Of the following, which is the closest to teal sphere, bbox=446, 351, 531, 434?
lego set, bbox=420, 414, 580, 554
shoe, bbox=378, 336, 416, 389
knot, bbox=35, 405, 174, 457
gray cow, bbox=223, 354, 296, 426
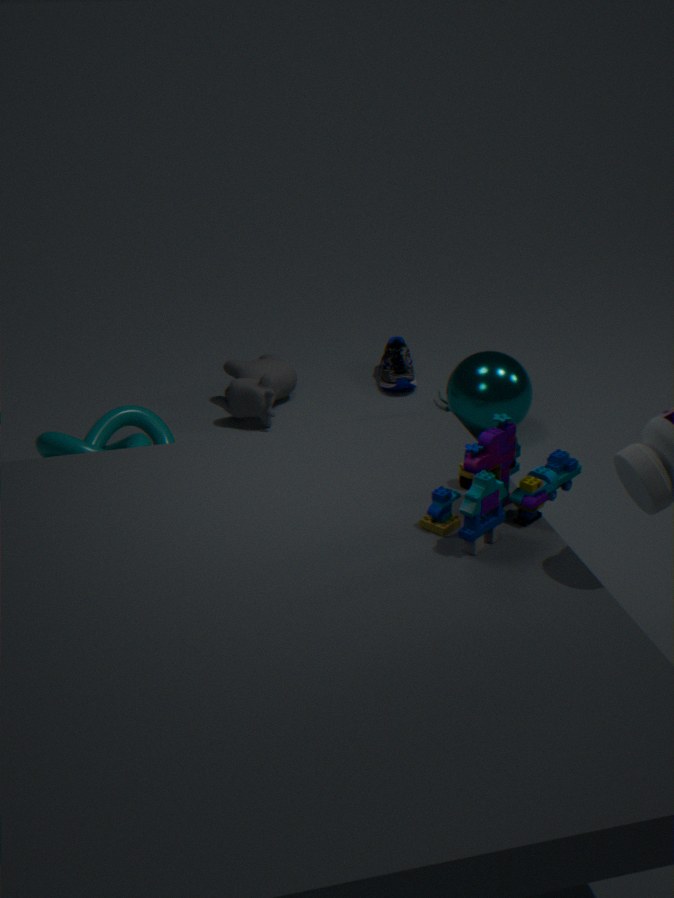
shoe, bbox=378, 336, 416, 389
